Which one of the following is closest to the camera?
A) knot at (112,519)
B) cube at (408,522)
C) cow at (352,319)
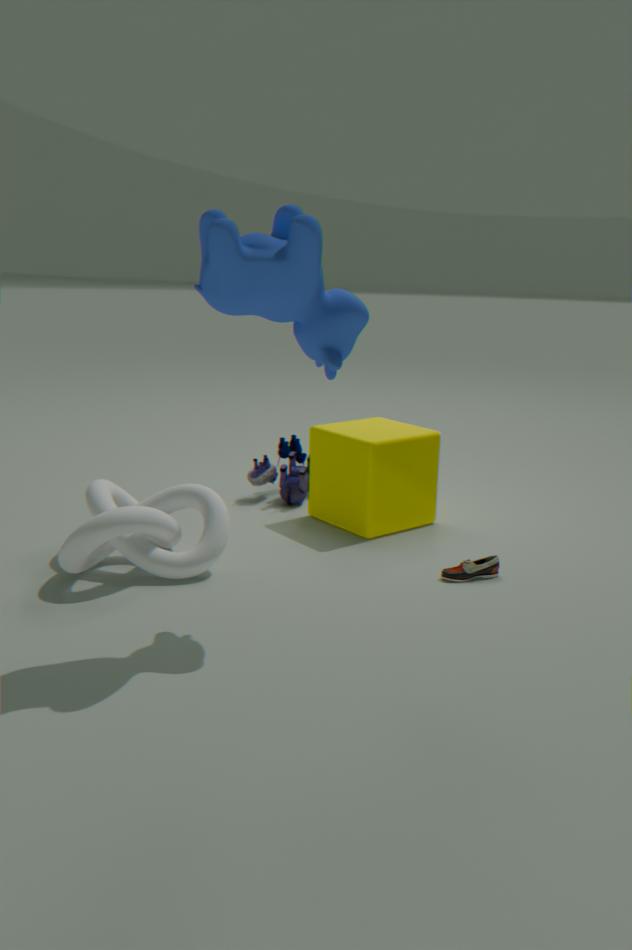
cow at (352,319)
